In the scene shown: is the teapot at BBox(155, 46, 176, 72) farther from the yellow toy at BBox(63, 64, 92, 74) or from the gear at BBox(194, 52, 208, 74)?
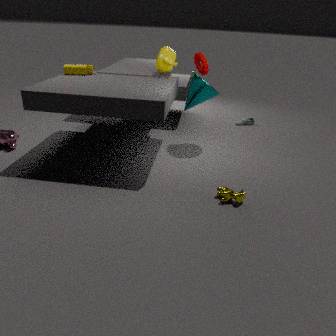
the yellow toy at BBox(63, 64, 92, 74)
